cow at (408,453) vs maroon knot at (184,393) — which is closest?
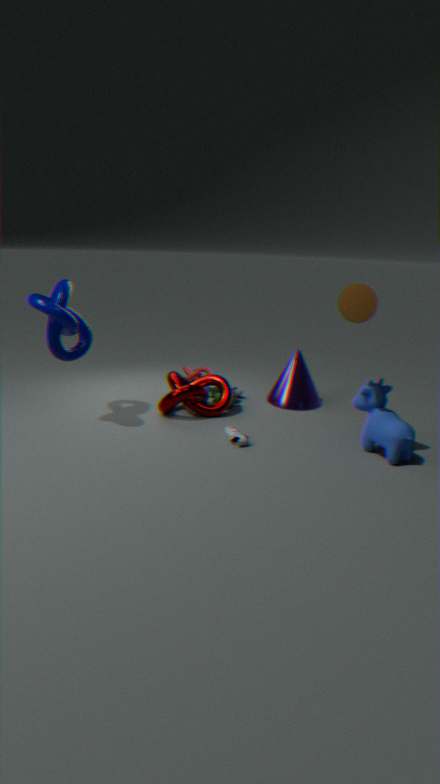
cow at (408,453)
